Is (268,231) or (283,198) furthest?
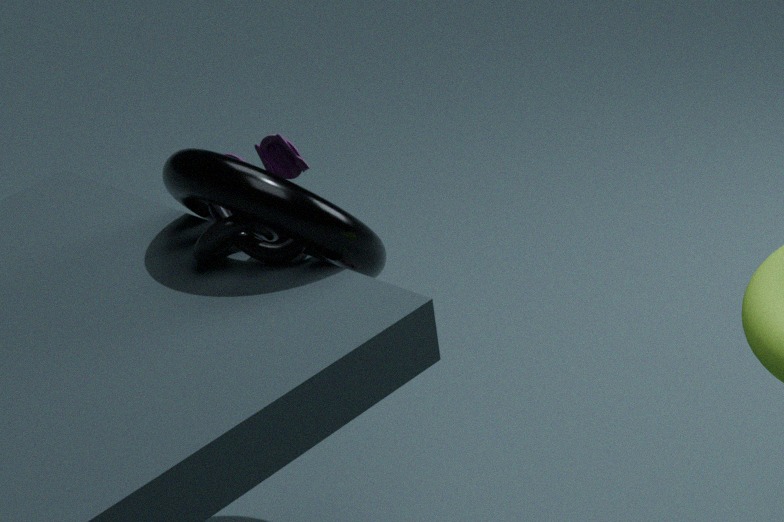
(268,231)
